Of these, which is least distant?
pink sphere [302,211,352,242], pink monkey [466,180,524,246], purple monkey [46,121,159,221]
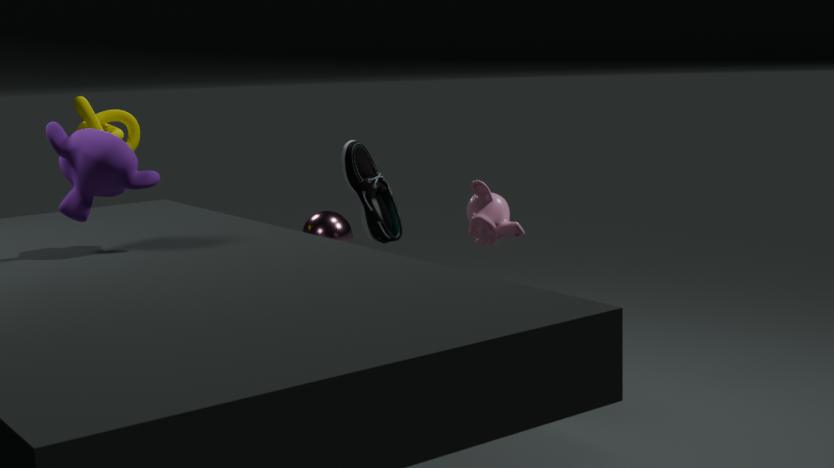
purple monkey [46,121,159,221]
